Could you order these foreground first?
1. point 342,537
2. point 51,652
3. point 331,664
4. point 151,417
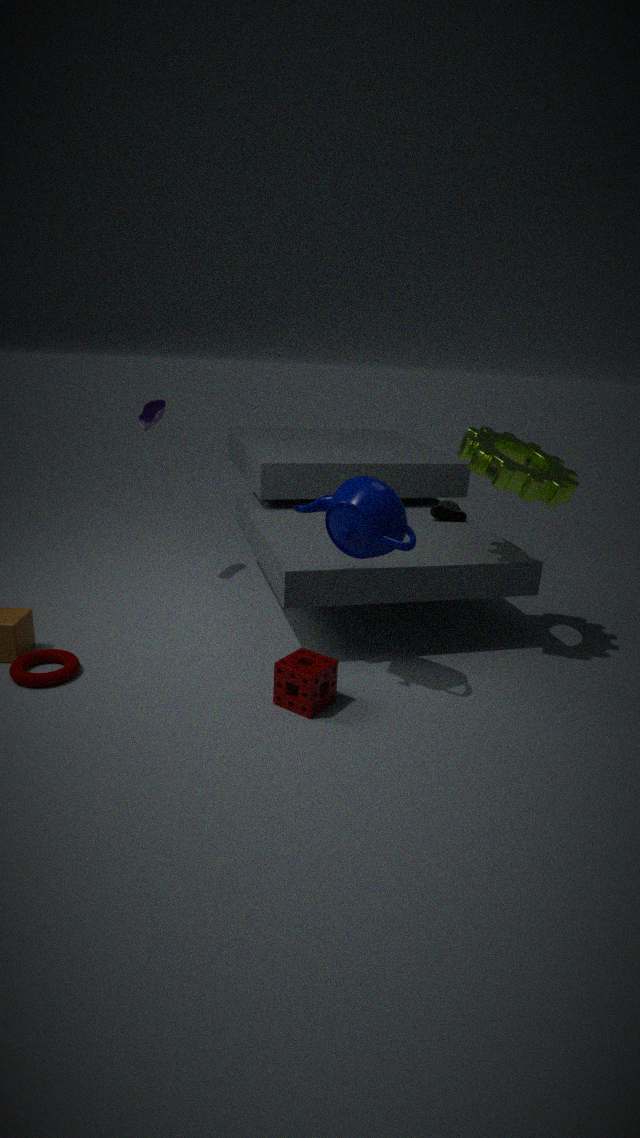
point 342,537 → point 331,664 → point 51,652 → point 151,417
